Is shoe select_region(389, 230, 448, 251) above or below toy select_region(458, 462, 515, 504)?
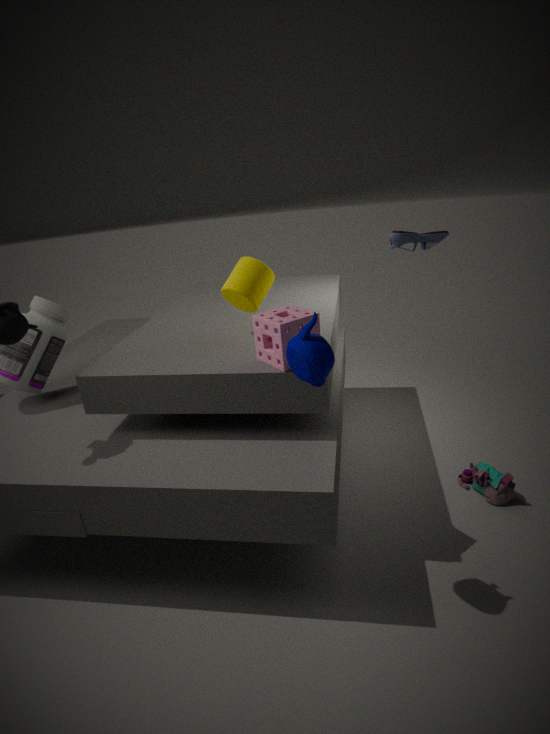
above
